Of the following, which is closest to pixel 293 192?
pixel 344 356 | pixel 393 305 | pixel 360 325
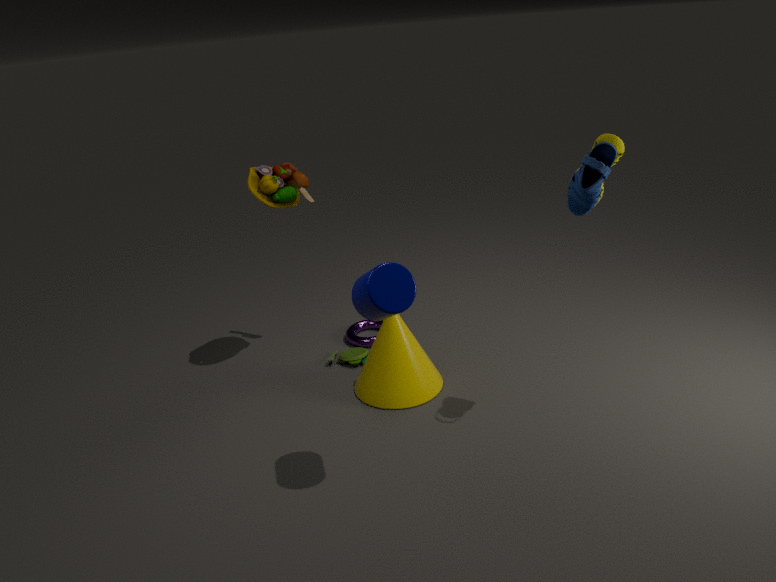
pixel 344 356
